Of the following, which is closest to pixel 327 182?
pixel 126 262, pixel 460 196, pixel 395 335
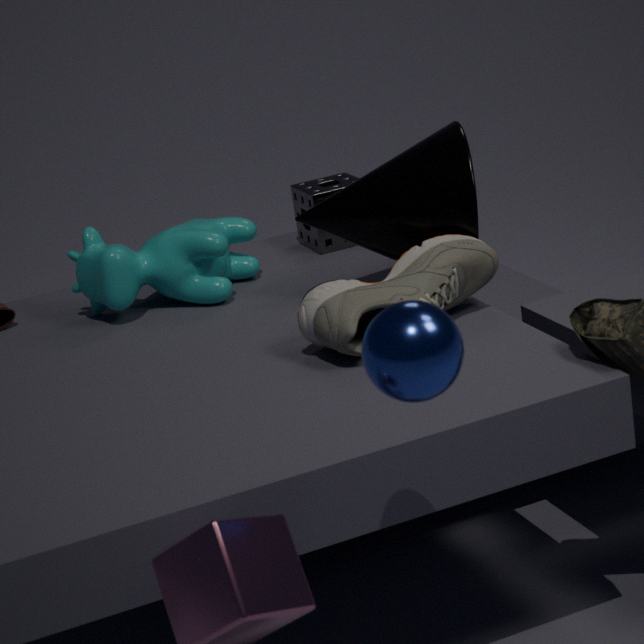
pixel 126 262
